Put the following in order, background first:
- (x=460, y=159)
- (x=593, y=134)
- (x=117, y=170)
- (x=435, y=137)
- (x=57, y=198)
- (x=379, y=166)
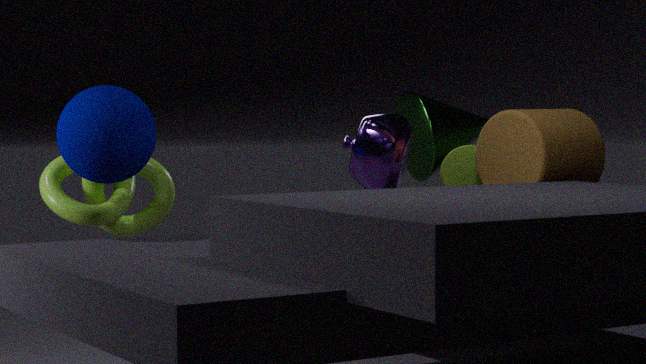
(x=435, y=137), (x=460, y=159), (x=379, y=166), (x=593, y=134), (x=57, y=198), (x=117, y=170)
